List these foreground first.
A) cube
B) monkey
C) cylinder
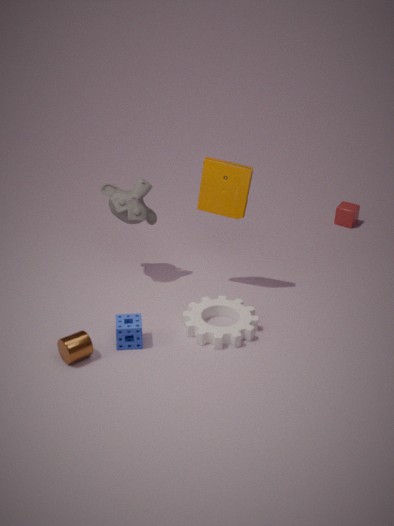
cylinder → monkey → cube
